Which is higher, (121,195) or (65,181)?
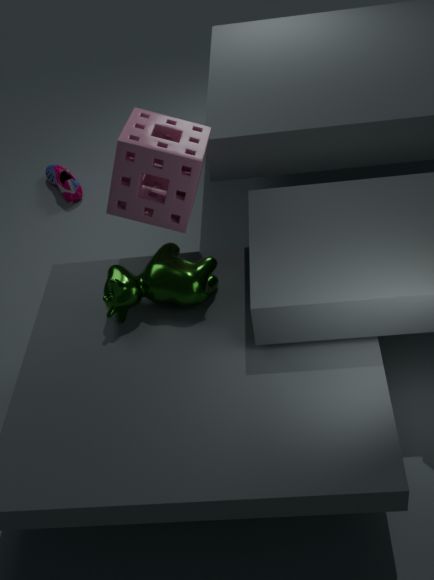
(121,195)
